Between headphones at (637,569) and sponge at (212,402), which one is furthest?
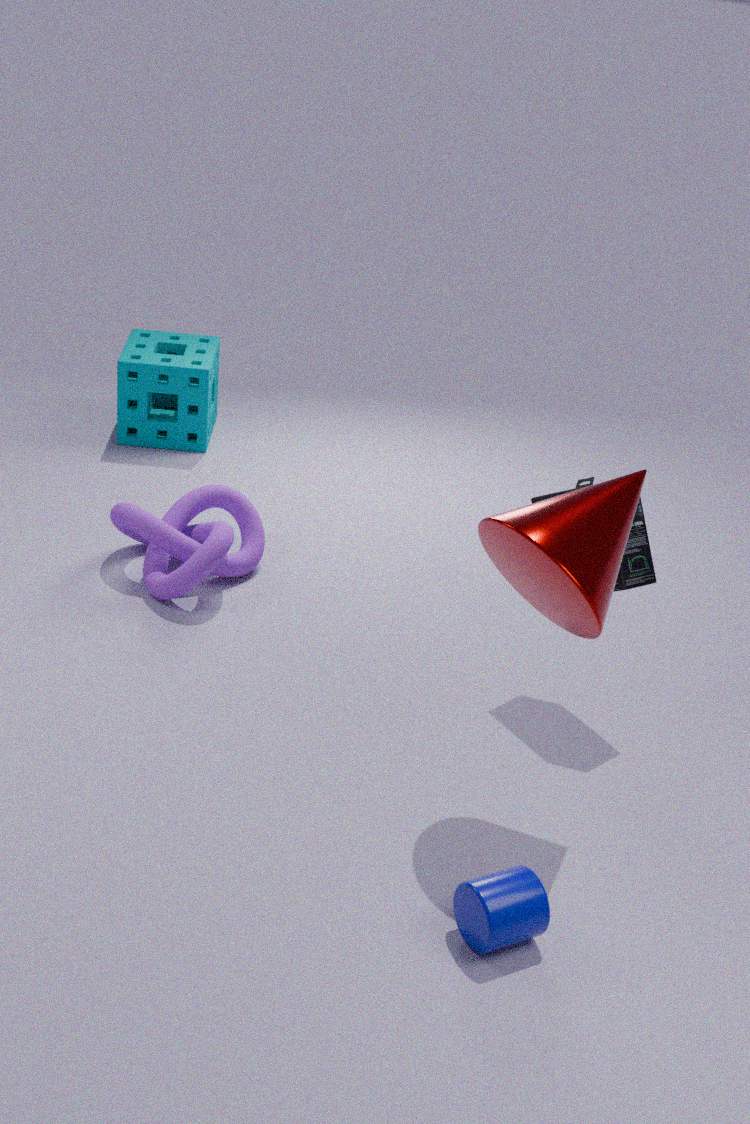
sponge at (212,402)
